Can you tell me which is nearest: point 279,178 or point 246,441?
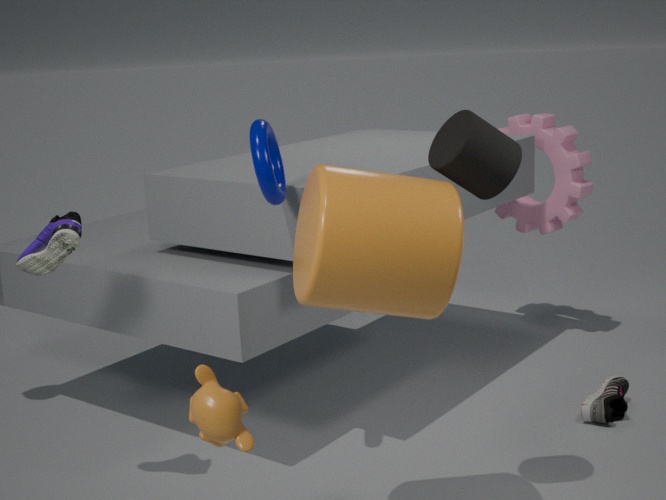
point 246,441
